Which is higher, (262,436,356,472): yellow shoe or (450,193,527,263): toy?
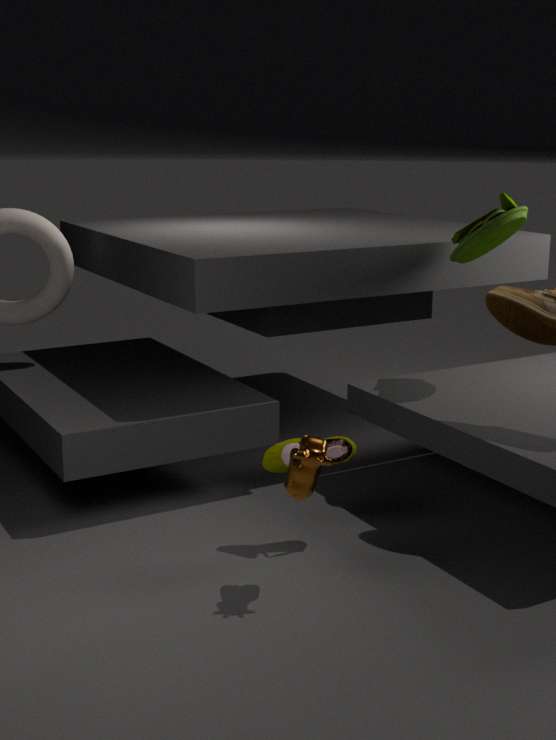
(450,193,527,263): toy
